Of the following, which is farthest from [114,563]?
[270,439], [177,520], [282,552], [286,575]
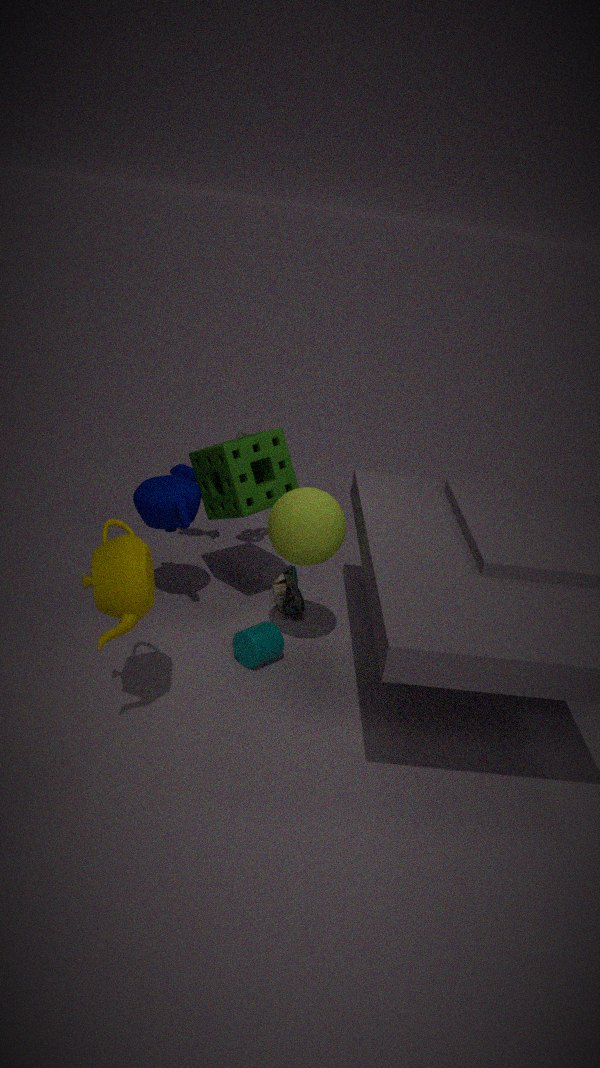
[286,575]
